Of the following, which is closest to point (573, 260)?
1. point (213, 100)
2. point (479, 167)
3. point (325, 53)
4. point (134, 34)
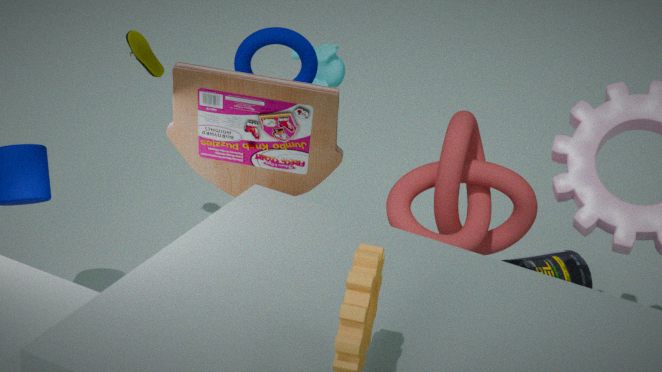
point (479, 167)
